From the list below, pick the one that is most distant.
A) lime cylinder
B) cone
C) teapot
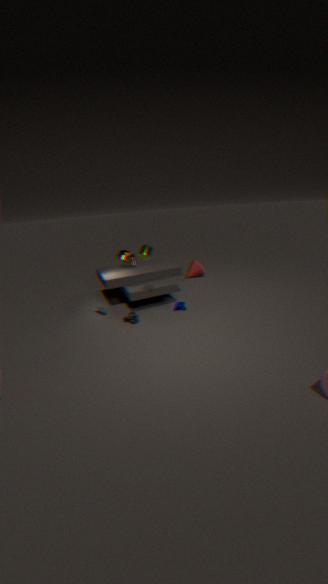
cone
